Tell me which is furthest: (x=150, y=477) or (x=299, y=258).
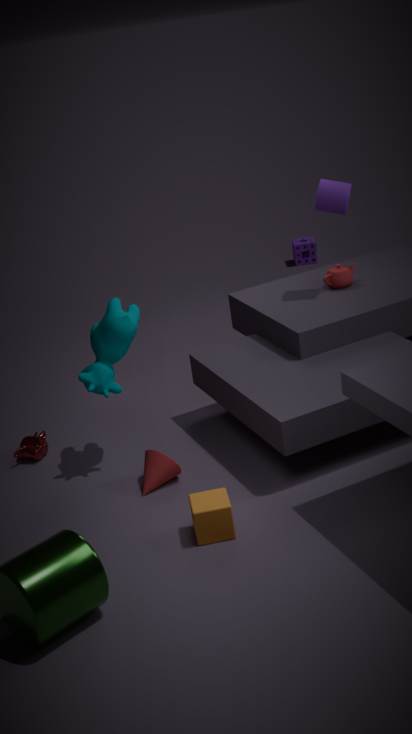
(x=299, y=258)
